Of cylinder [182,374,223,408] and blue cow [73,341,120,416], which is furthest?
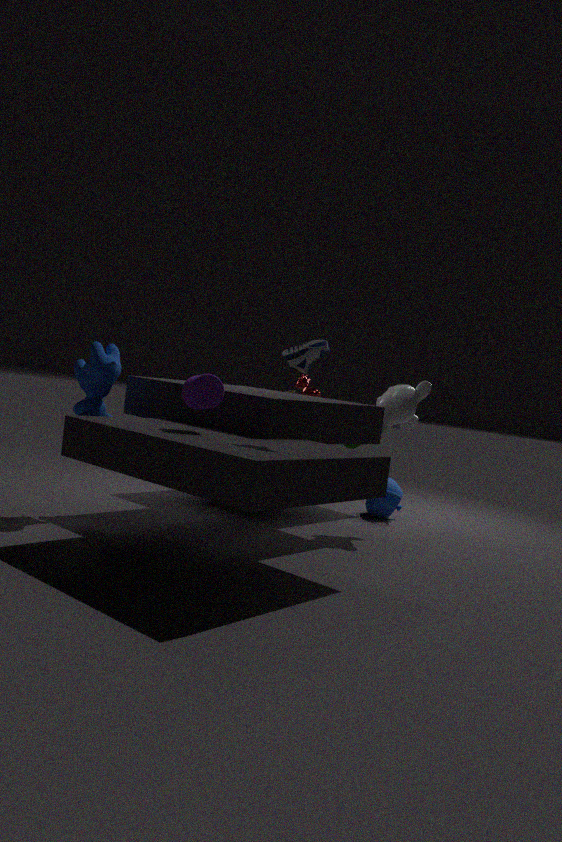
blue cow [73,341,120,416]
